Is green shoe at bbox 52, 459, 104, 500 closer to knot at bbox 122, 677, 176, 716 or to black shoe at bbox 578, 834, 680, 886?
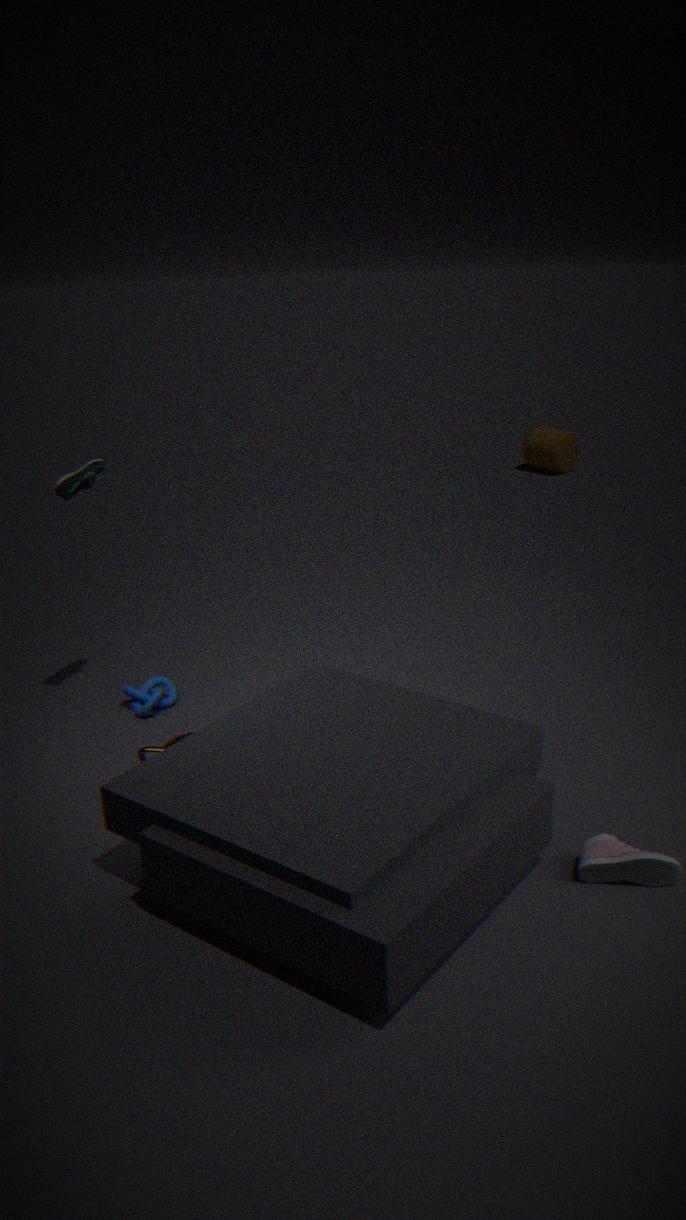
knot at bbox 122, 677, 176, 716
